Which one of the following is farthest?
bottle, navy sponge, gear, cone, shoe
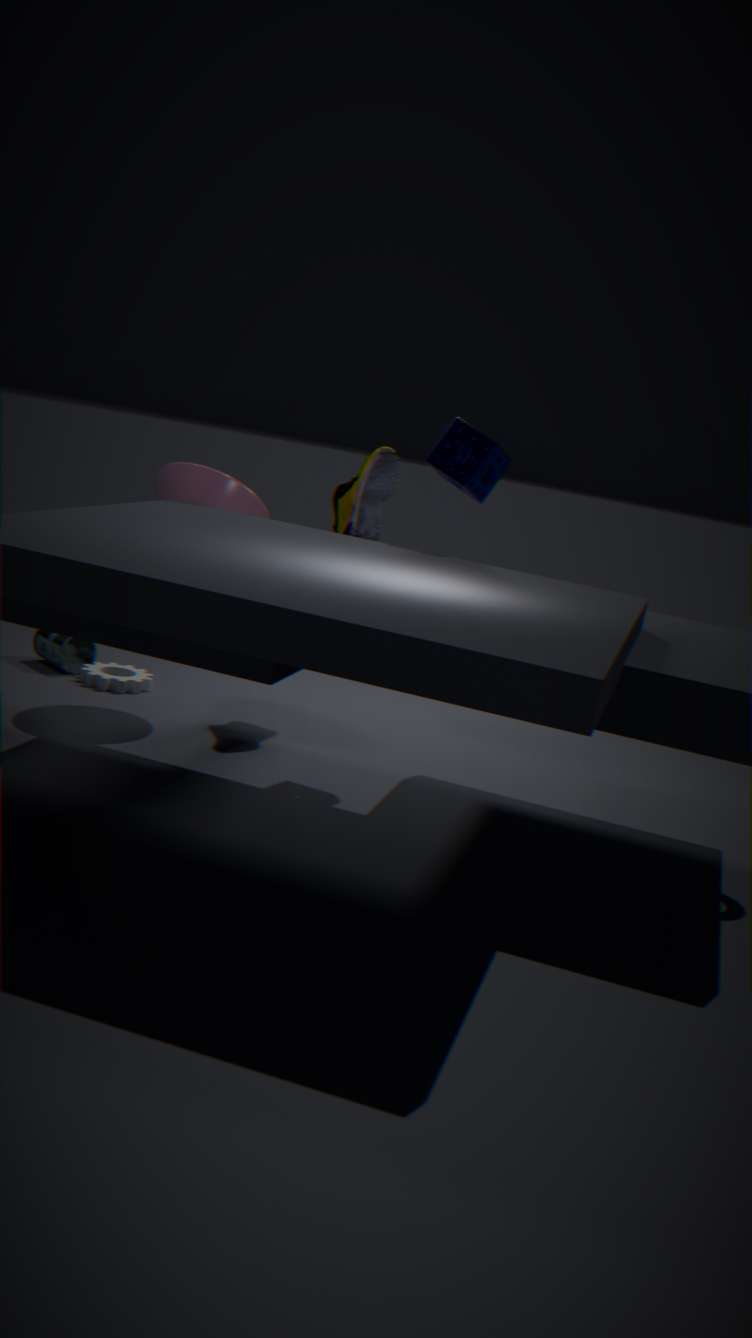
bottle
